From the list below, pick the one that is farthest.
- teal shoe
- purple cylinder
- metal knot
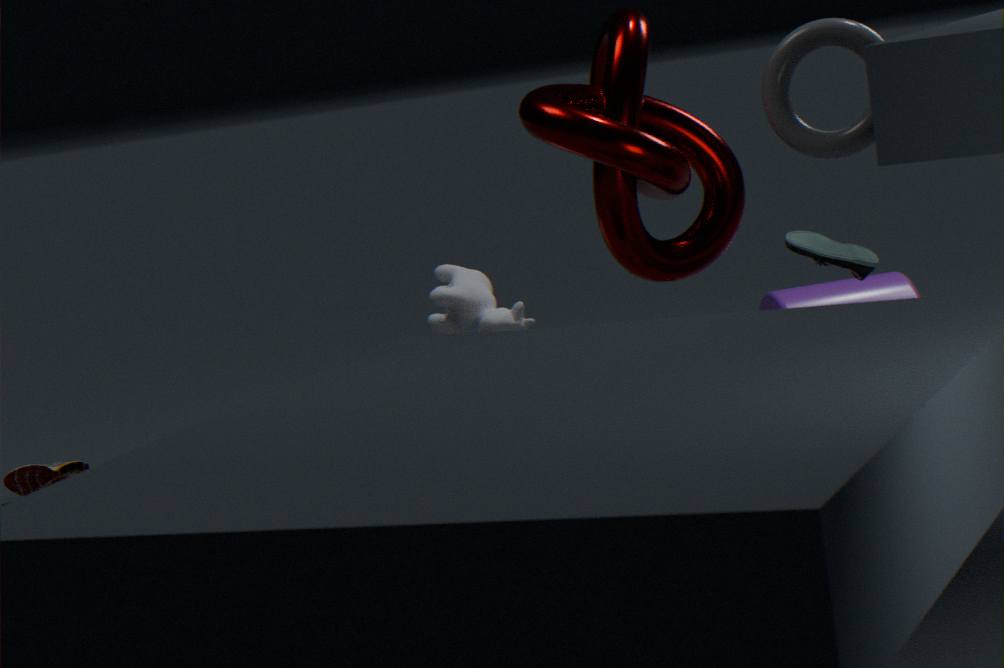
purple cylinder
